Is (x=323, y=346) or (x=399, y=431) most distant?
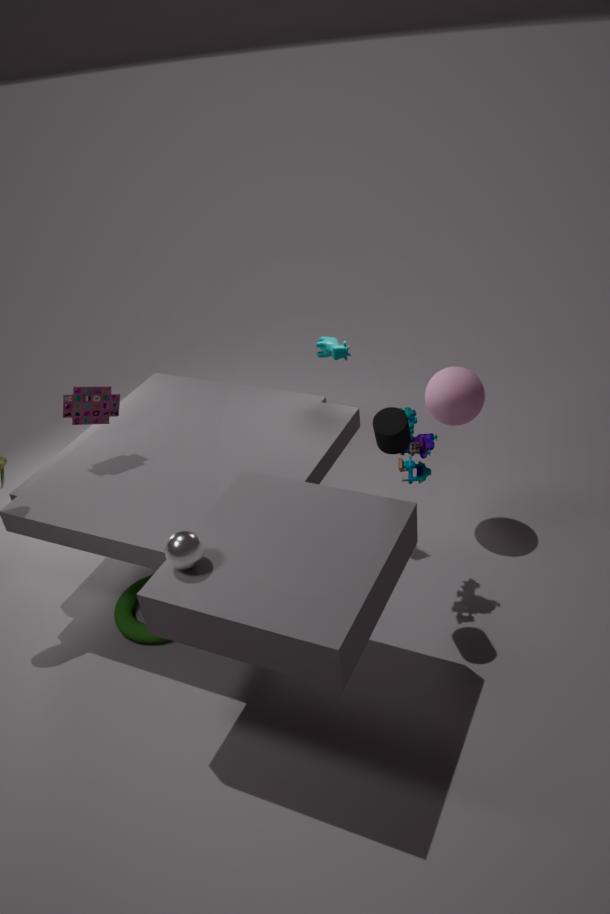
(x=323, y=346)
